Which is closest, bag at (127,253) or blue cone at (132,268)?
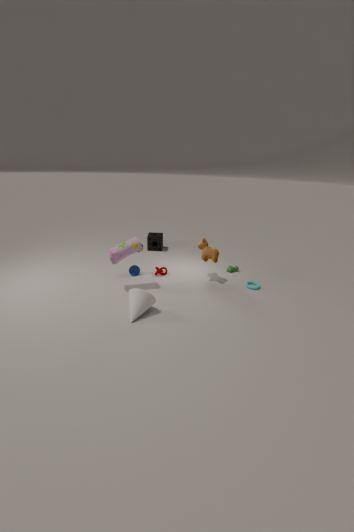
bag at (127,253)
